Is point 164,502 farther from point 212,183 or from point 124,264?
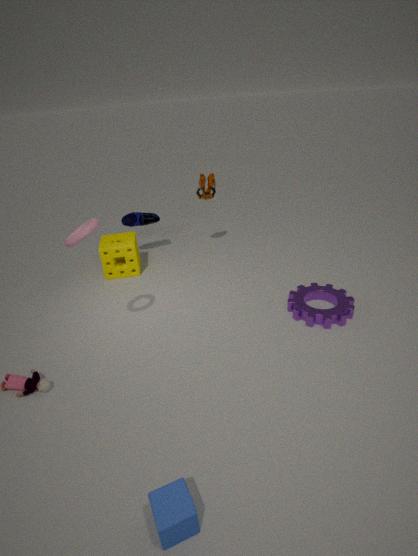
point 212,183
